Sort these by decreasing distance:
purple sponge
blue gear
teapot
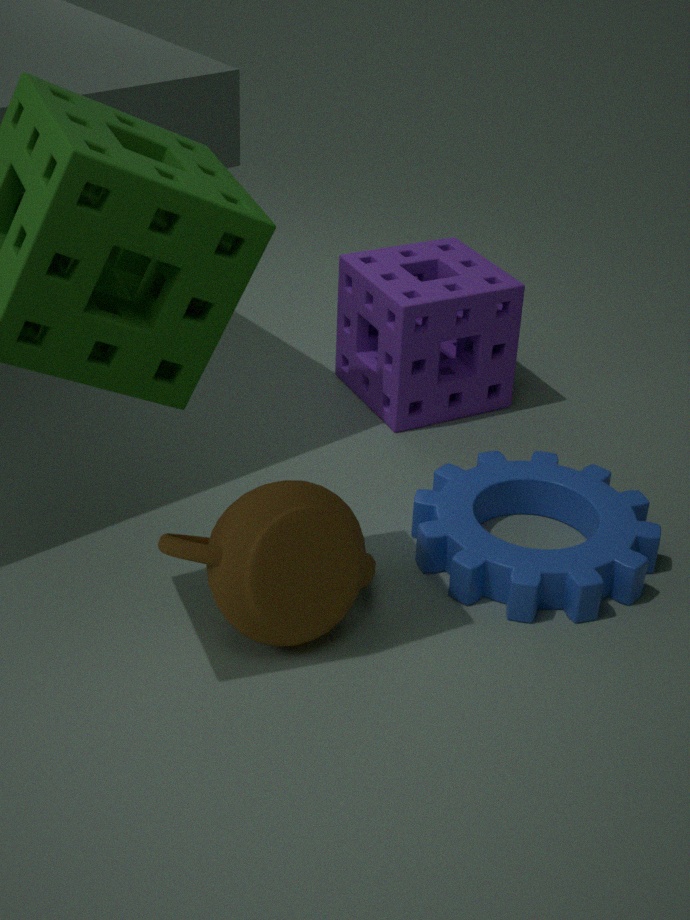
1. purple sponge
2. blue gear
3. teapot
